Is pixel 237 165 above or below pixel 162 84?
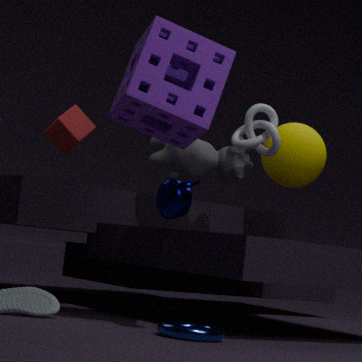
below
